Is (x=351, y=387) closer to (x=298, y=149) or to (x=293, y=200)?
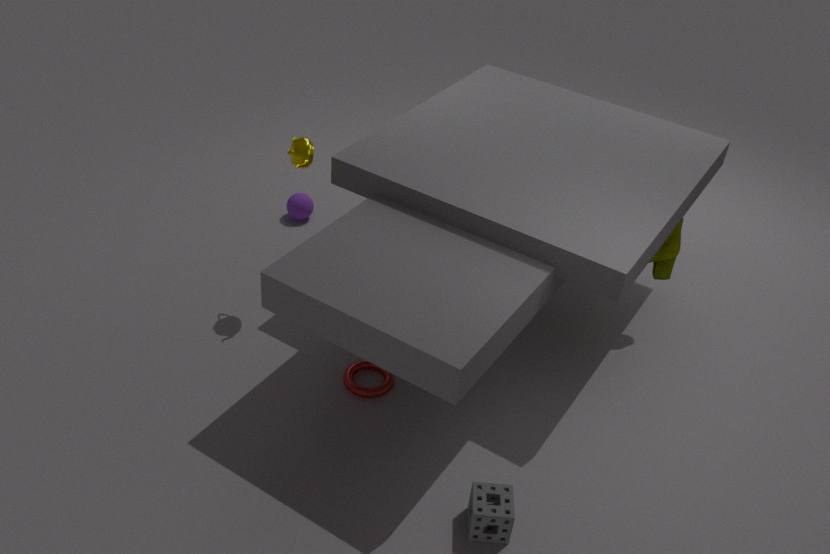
(x=298, y=149)
